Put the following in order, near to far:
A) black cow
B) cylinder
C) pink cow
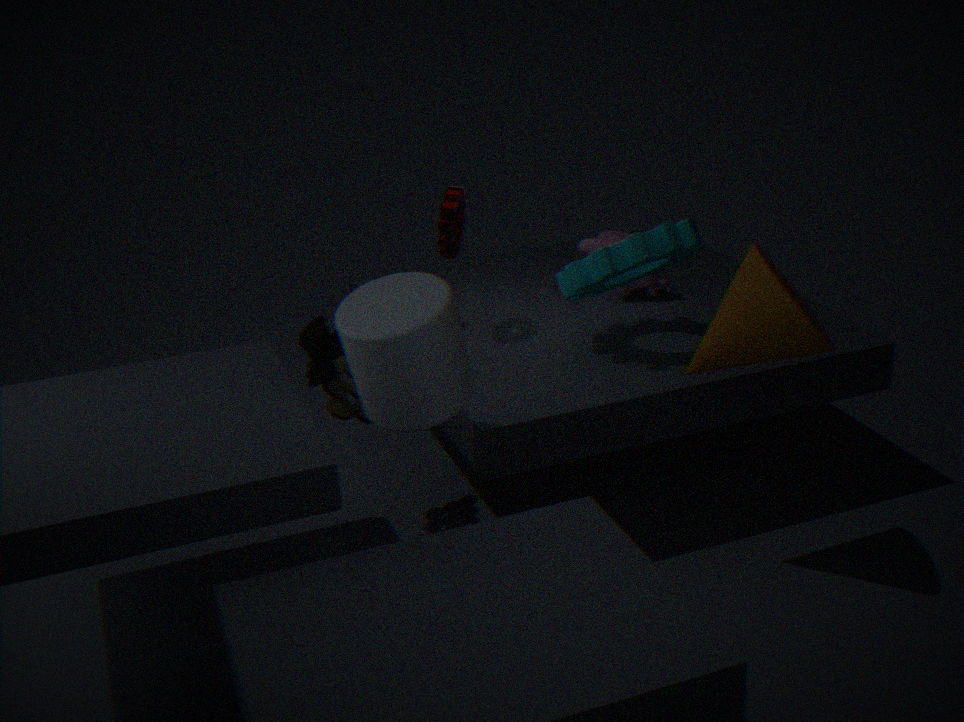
cylinder, black cow, pink cow
